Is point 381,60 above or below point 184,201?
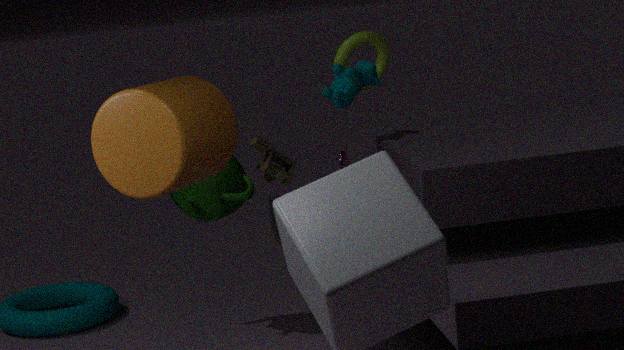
above
